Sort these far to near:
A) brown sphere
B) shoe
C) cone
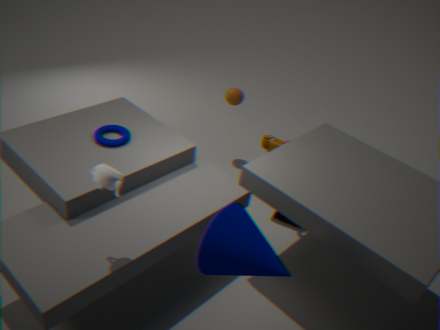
brown sphere
shoe
cone
